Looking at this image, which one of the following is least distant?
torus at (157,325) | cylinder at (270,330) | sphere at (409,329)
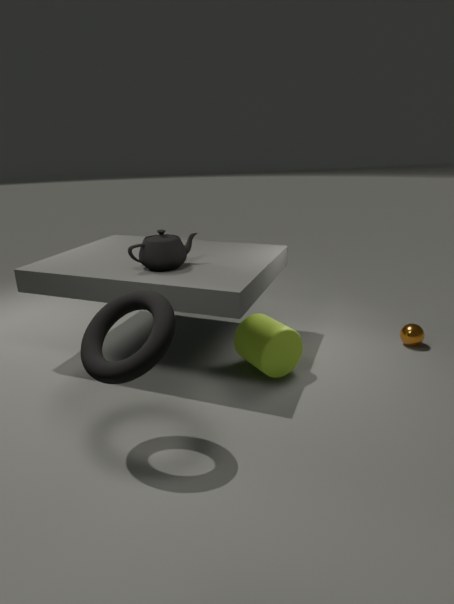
torus at (157,325)
